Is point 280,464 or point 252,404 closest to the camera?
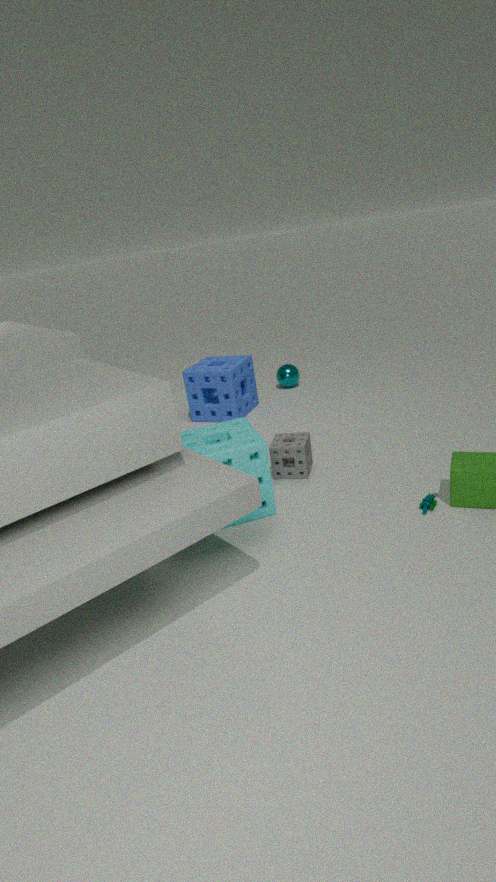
point 280,464
